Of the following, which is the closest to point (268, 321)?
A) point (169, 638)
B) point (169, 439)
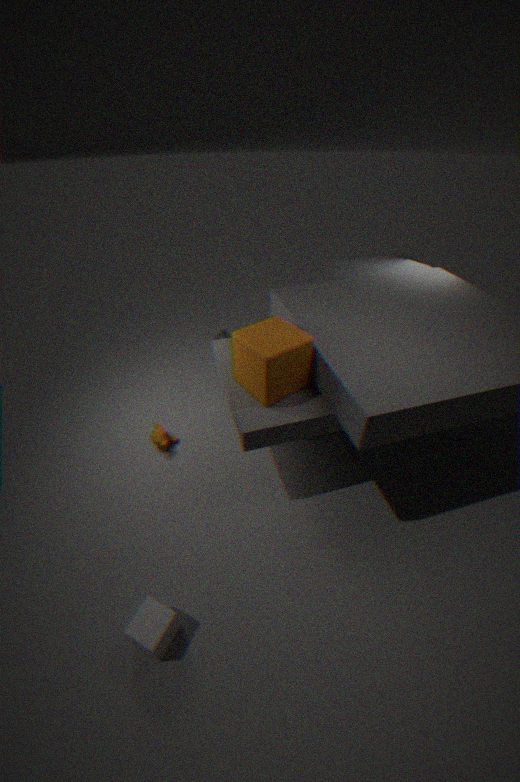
point (169, 439)
